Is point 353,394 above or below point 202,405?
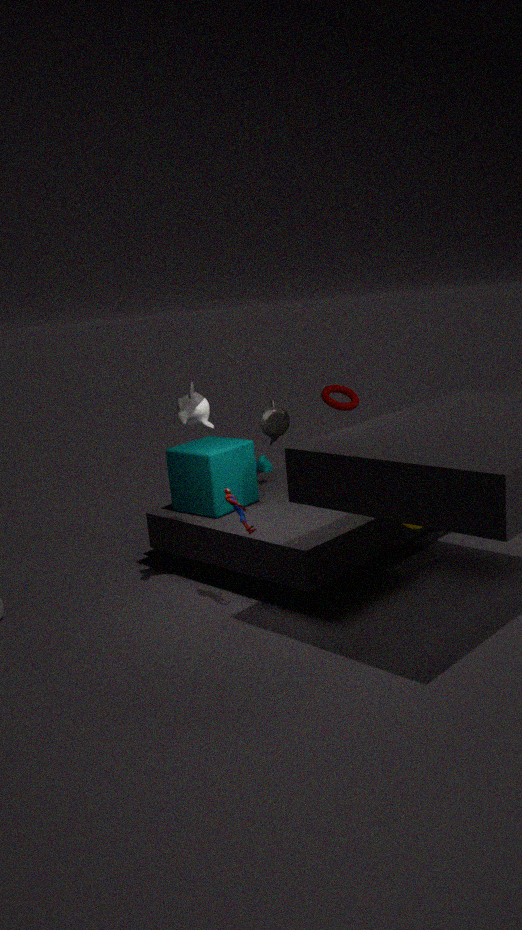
below
